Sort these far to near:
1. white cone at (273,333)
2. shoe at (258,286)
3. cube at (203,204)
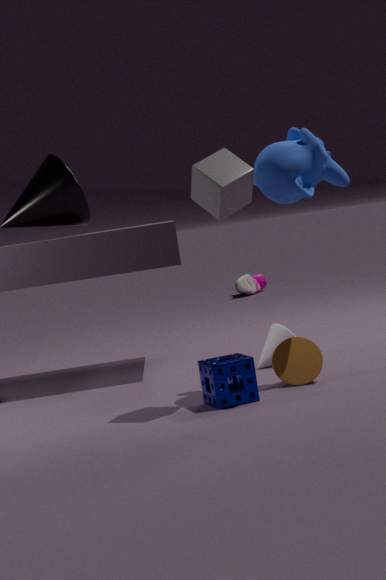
shoe at (258,286) < white cone at (273,333) < cube at (203,204)
